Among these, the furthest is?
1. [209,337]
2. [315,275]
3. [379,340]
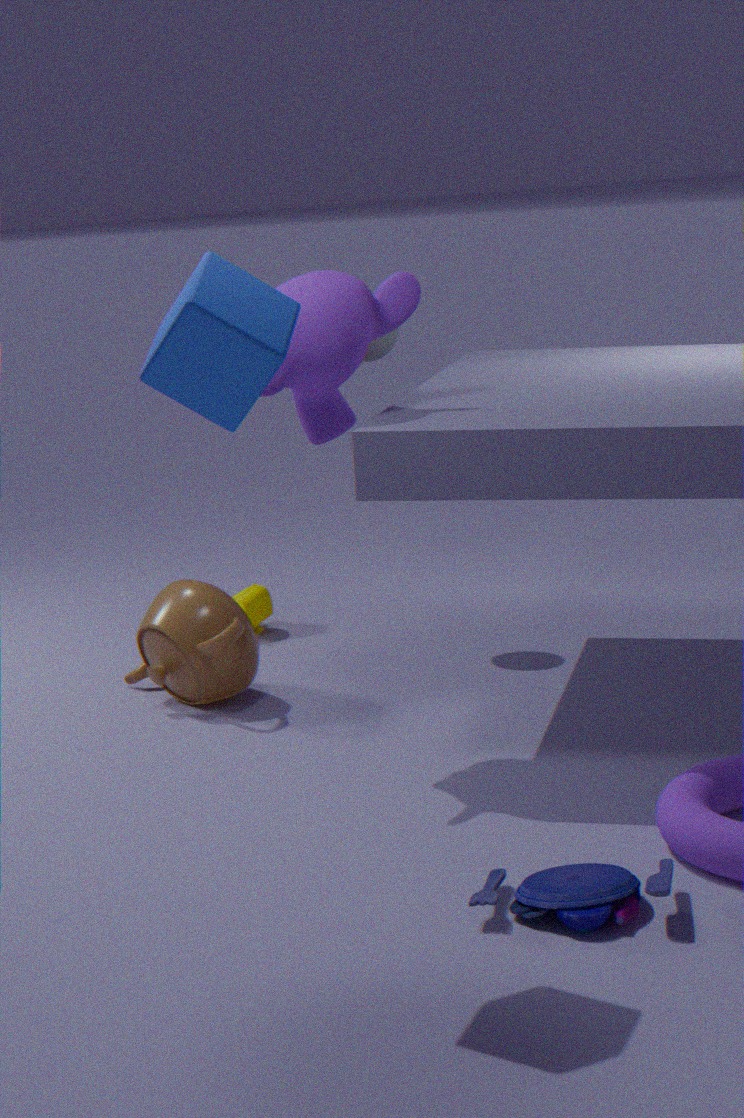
[379,340]
